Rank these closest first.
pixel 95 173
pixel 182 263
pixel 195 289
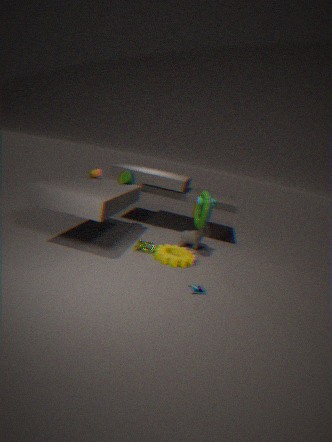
pixel 195 289, pixel 182 263, pixel 95 173
